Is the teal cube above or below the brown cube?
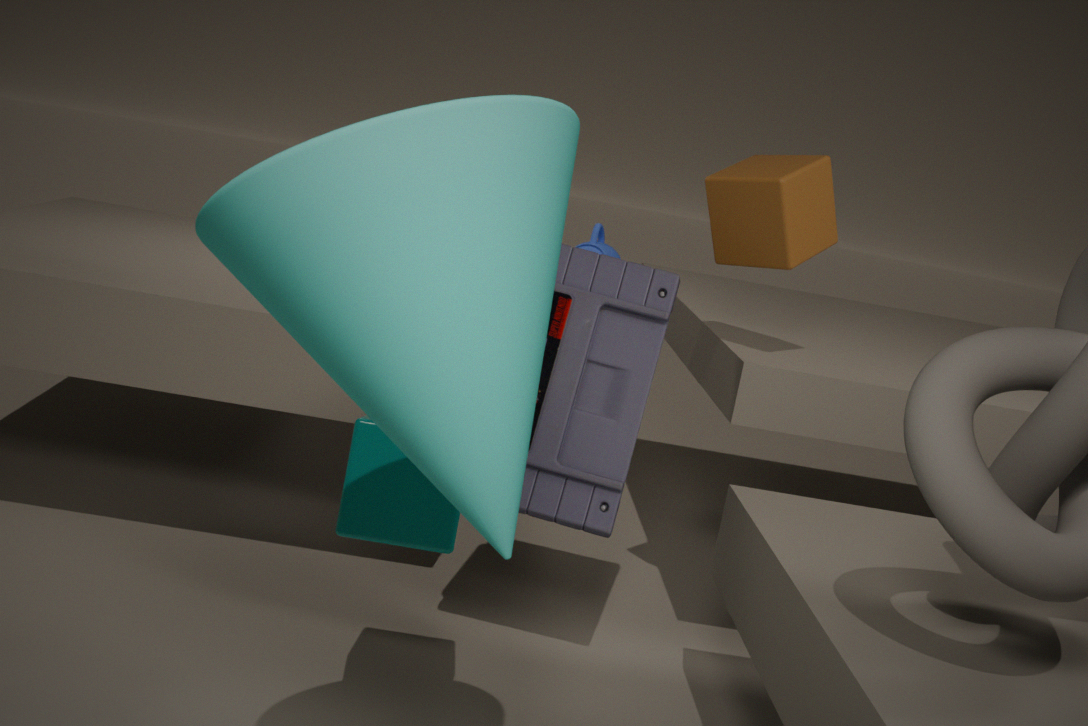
below
